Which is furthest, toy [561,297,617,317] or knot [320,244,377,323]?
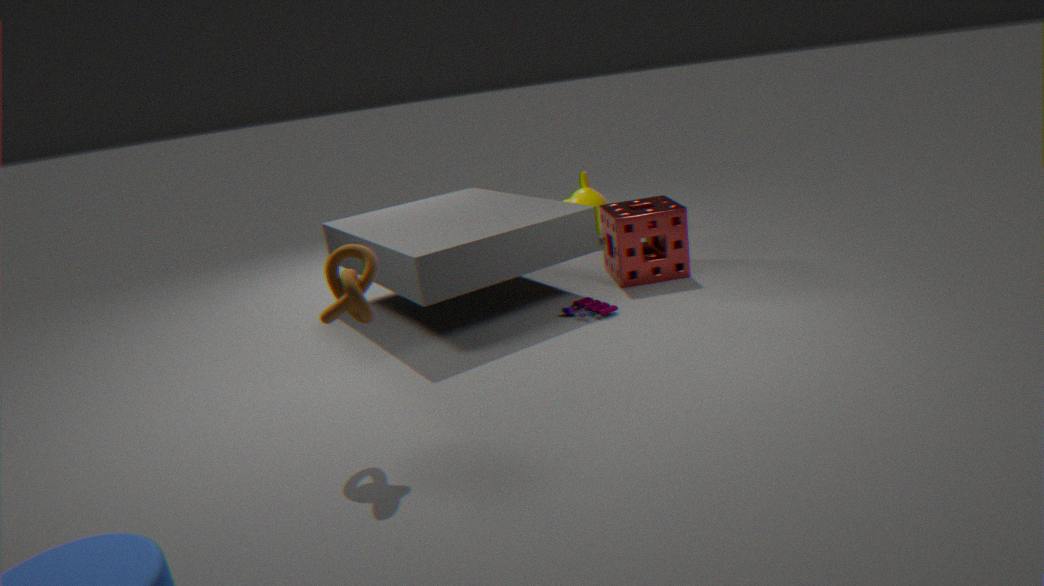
toy [561,297,617,317]
